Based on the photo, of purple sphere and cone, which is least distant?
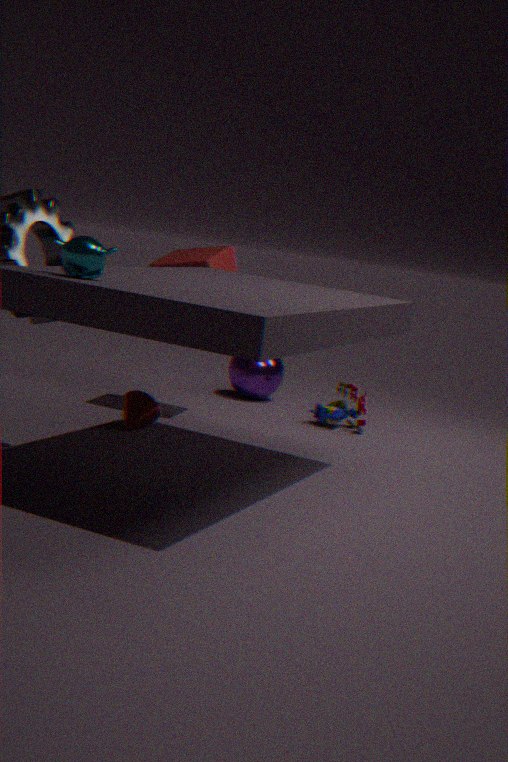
cone
